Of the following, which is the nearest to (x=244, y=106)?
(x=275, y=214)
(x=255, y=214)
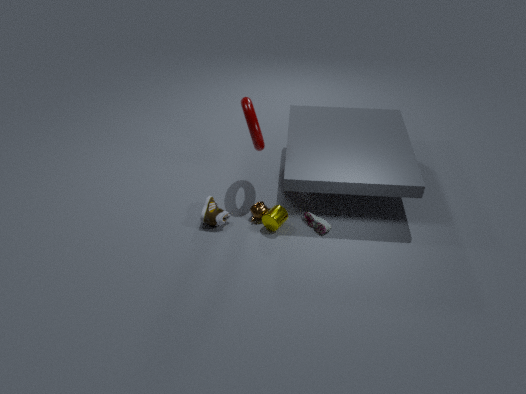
(x=255, y=214)
